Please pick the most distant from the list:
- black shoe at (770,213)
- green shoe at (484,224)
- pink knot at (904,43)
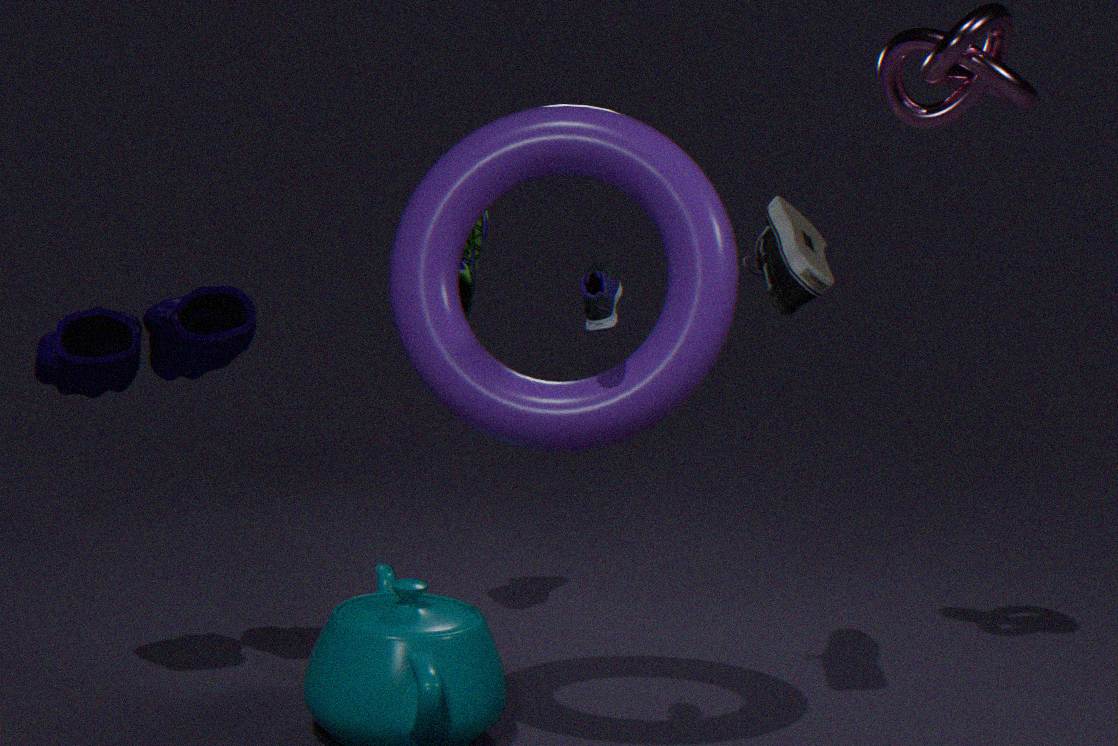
green shoe at (484,224)
